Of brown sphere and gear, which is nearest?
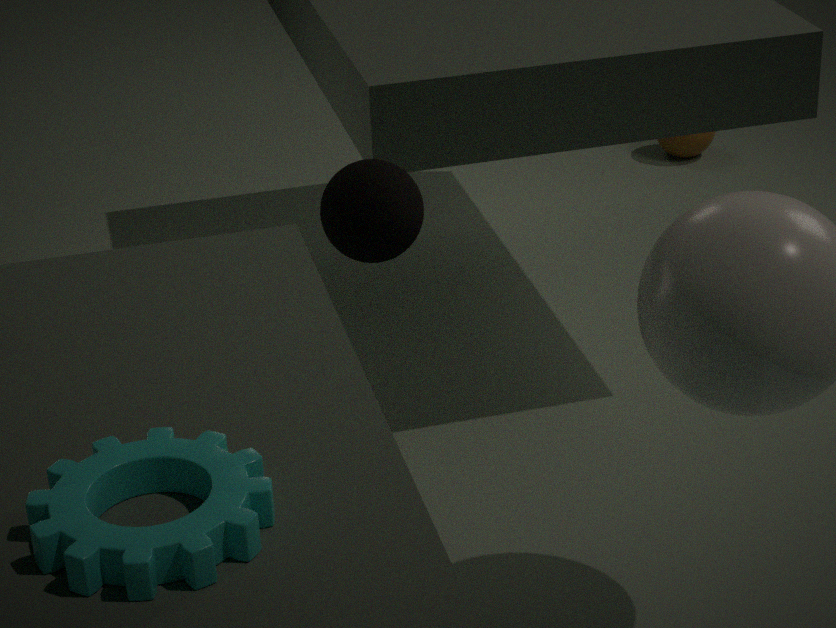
gear
